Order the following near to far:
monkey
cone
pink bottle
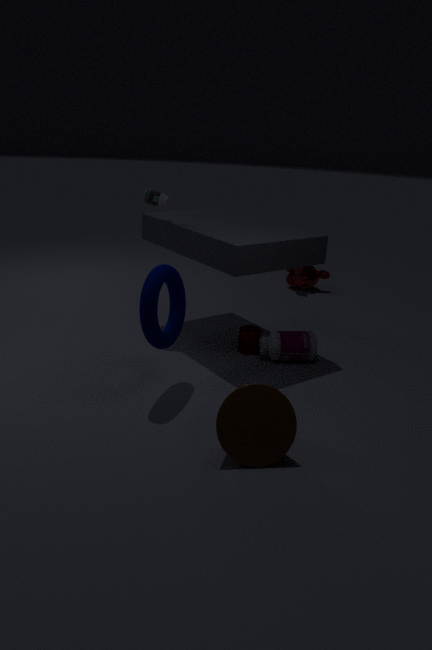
cone, pink bottle, monkey
